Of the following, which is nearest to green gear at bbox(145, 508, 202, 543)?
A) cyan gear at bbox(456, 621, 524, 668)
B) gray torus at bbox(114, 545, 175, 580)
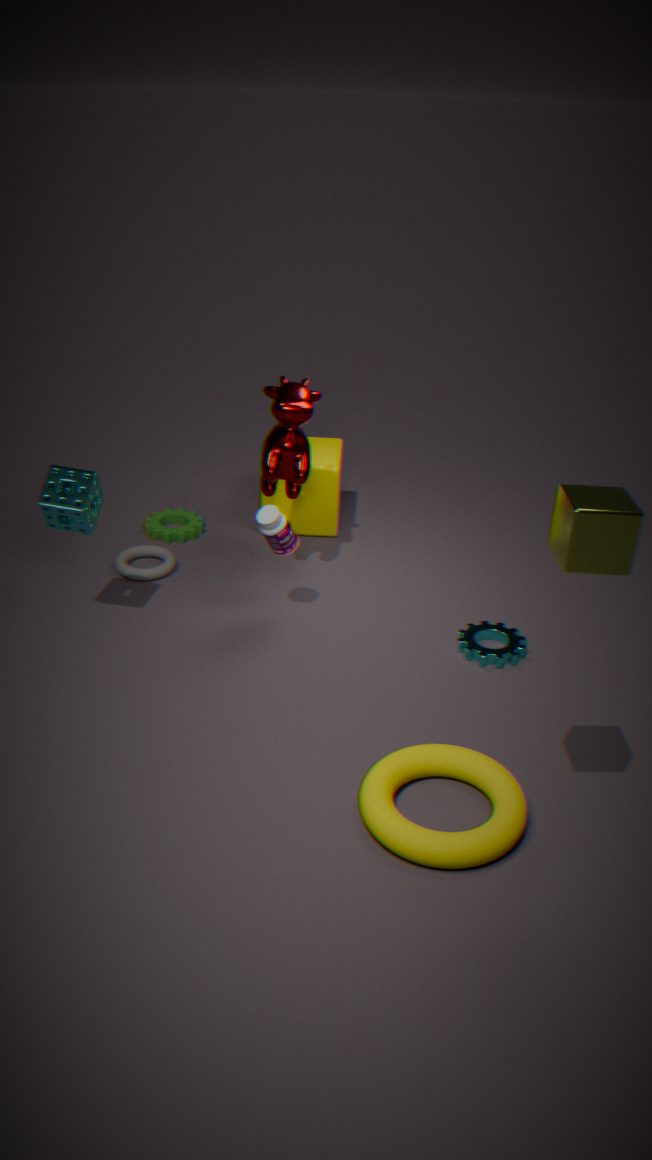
gray torus at bbox(114, 545, 175, 580)
